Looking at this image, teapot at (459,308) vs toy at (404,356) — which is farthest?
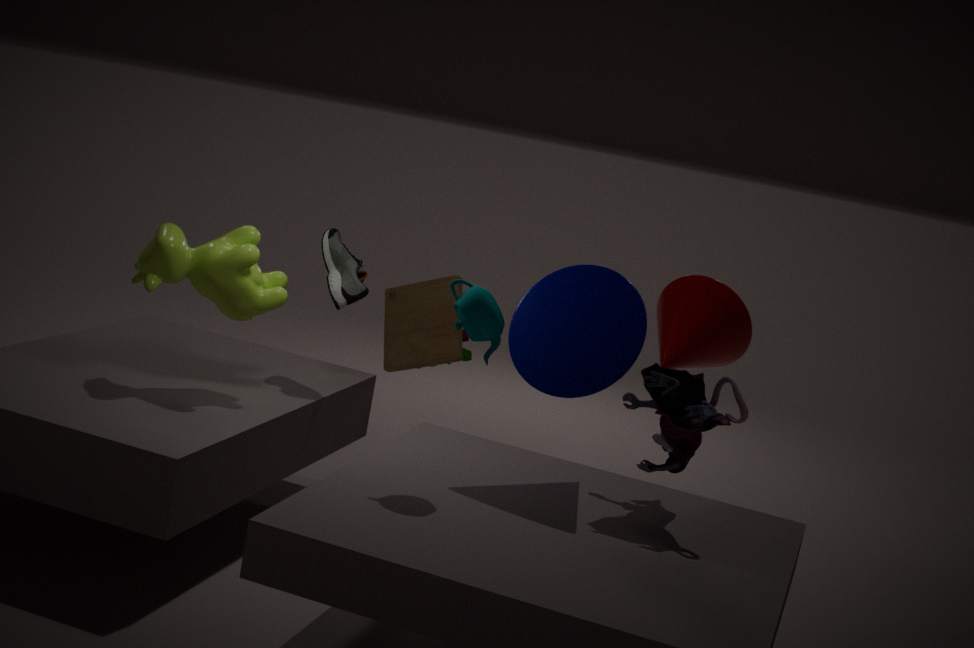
toy at (404,356)
